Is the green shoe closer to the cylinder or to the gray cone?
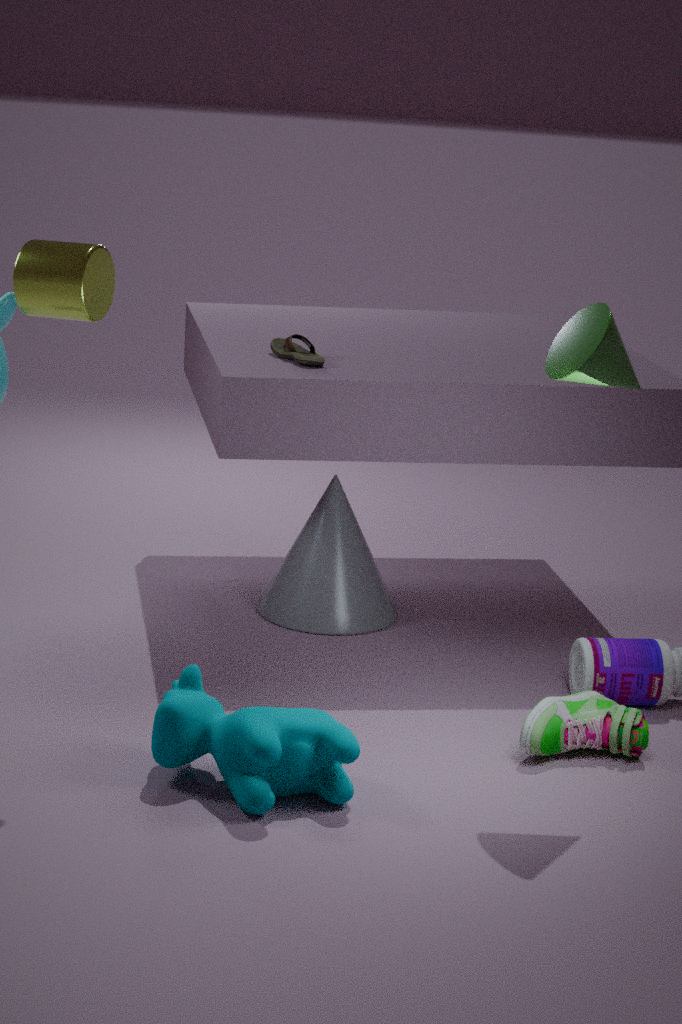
the gray cone
